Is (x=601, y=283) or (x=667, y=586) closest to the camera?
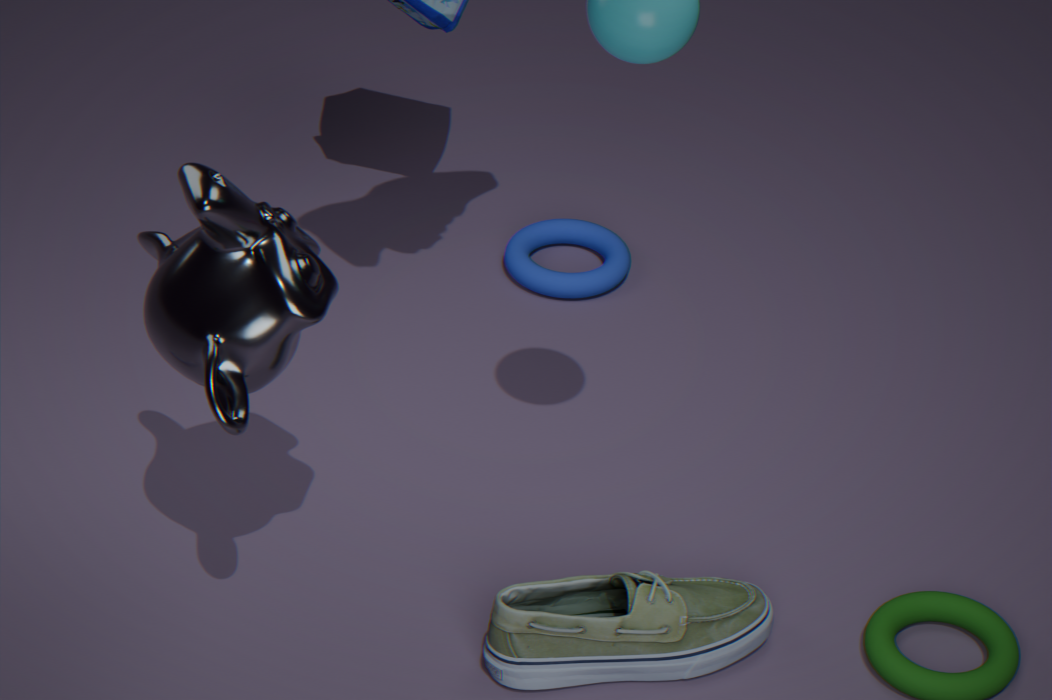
(x=667, y=586)
